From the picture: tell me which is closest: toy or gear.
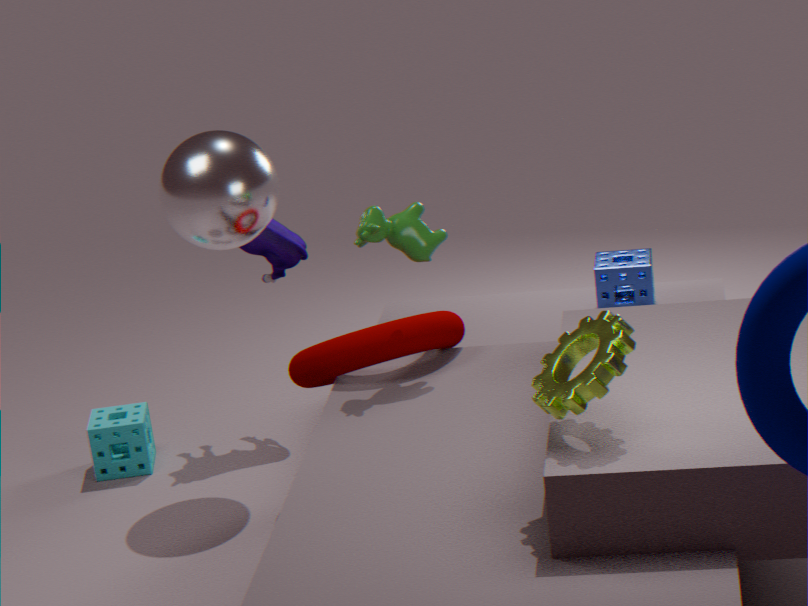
gear
